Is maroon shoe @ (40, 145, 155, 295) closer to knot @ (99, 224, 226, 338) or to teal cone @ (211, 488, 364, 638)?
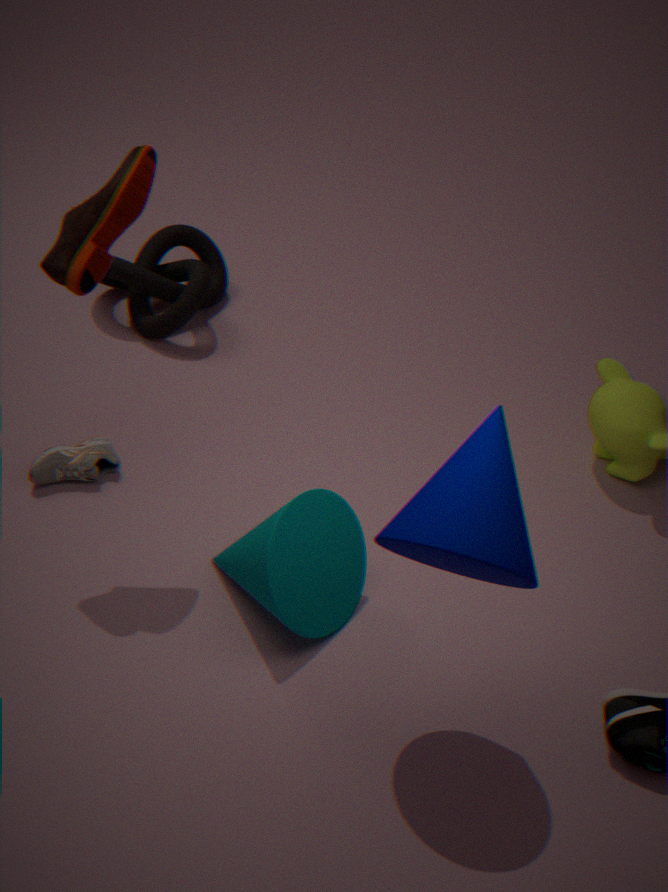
teal cone @ (211, 488, 364, 638)
